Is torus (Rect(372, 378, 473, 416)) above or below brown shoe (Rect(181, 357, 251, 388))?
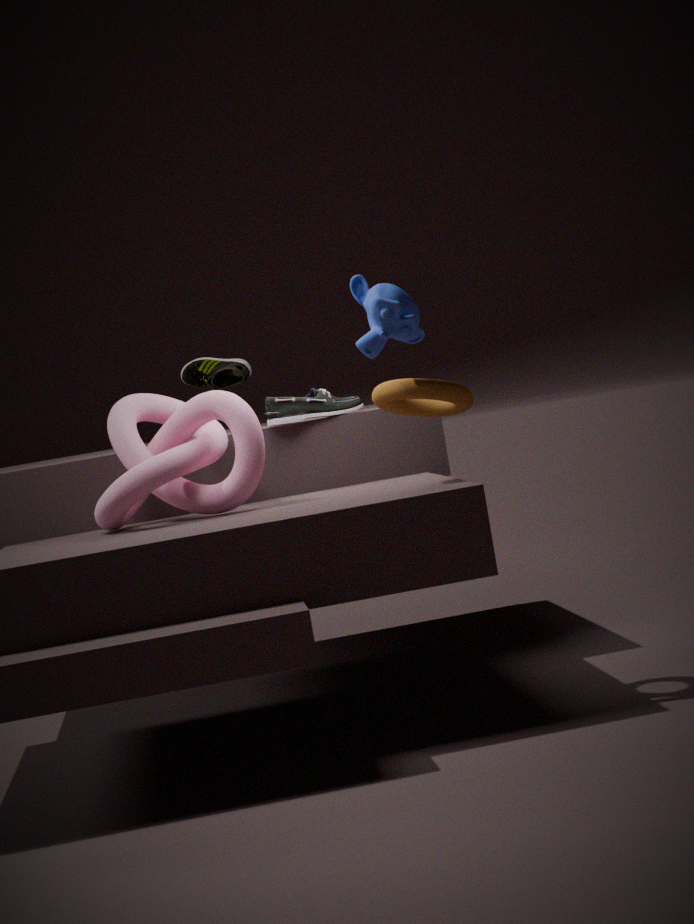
below
